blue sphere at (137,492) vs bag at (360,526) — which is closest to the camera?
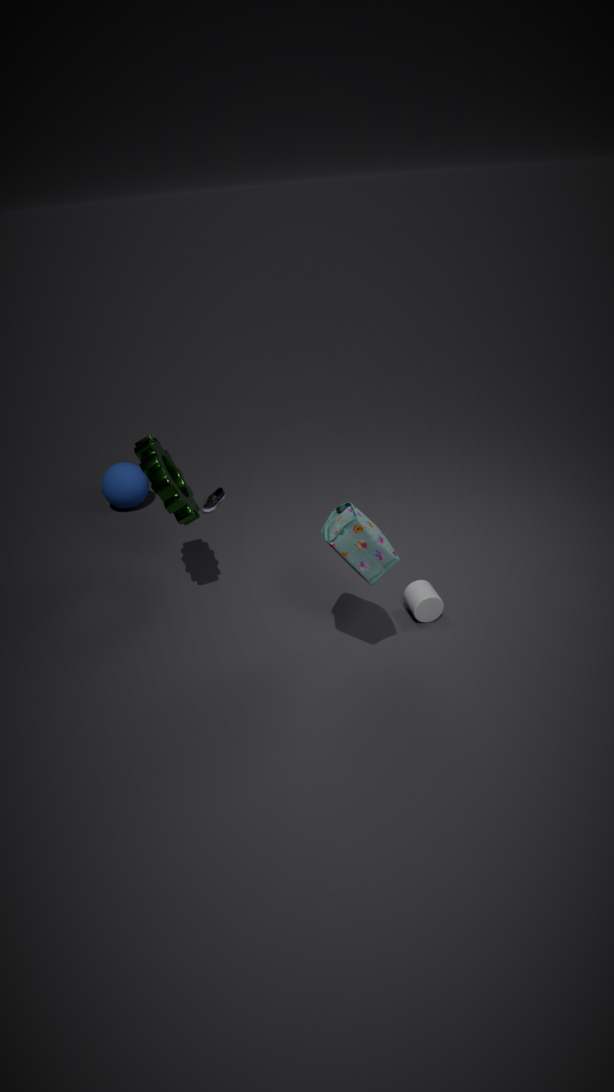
bag at (360,526)
